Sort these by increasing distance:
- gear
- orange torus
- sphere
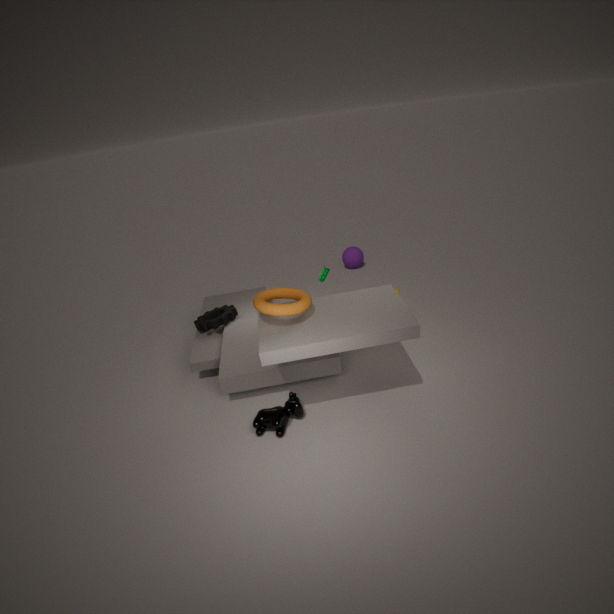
orange torus < gear < sphere
